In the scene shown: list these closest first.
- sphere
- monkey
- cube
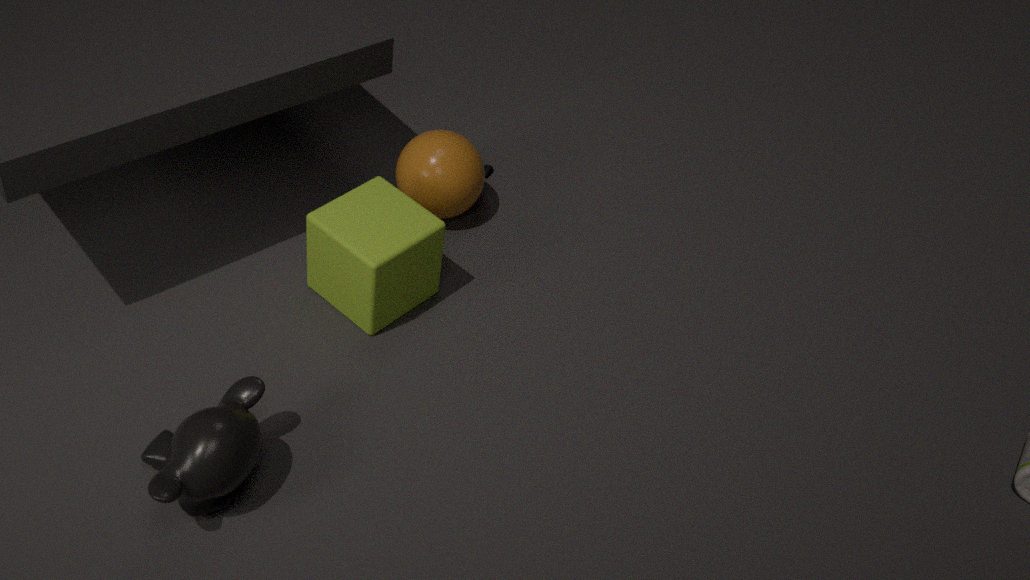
monkey → cube → sphere
